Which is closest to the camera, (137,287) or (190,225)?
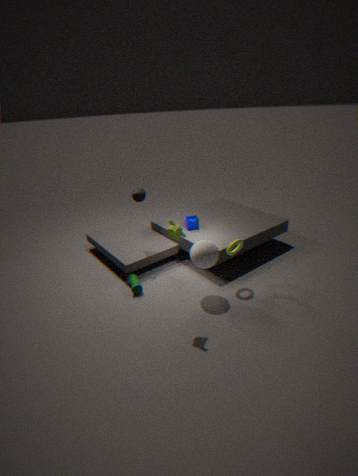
(137,287)
